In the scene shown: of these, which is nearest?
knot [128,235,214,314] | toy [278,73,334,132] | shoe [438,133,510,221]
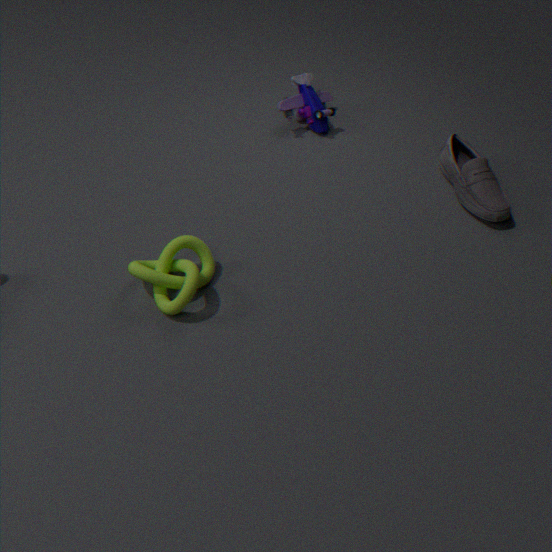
knot [128,235,214,314]
